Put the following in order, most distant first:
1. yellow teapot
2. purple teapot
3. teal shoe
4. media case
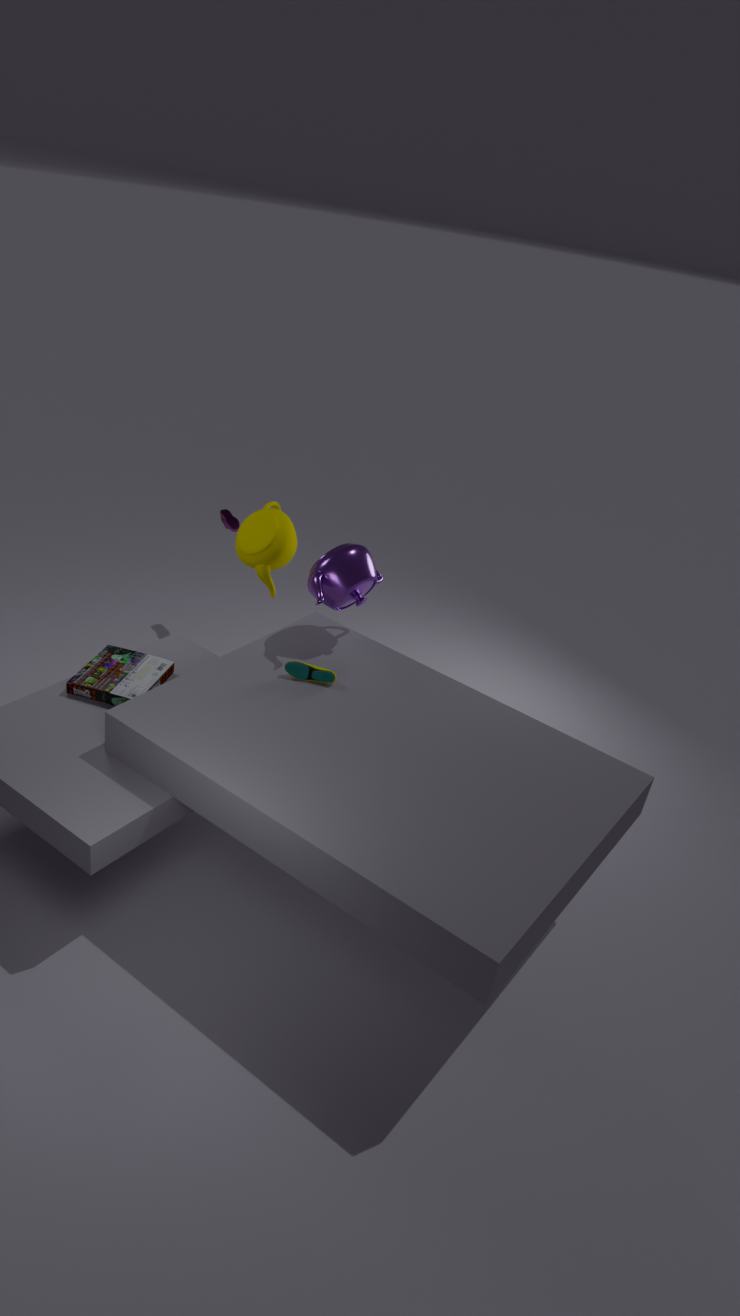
1. yellow teapot
2. purple teapot
3. teal shoe
4. media case
